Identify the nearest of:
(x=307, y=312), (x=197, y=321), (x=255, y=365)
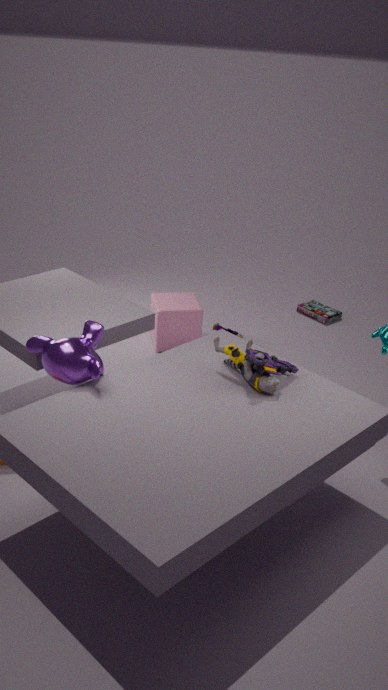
(x=255, y=365)
